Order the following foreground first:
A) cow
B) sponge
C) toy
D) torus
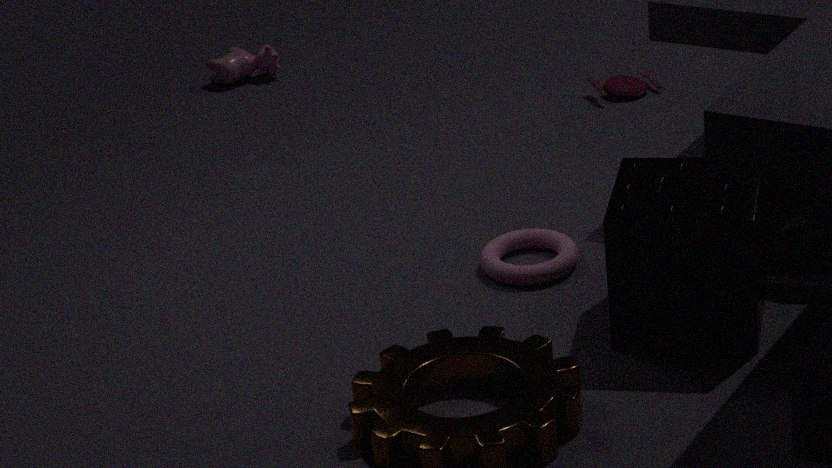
sponge → torus → toy → cow
